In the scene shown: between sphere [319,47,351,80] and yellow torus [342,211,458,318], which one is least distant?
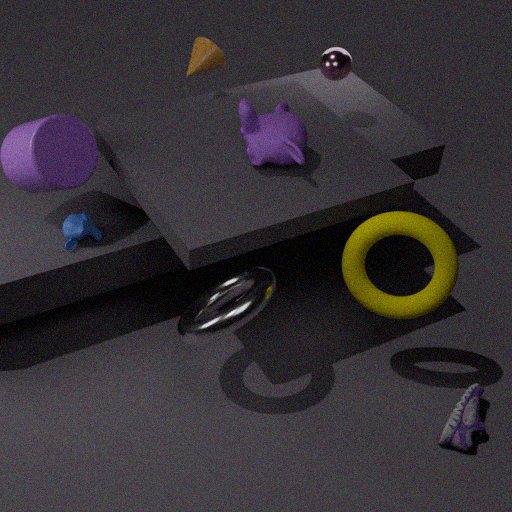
yellow torus [342,211,458,318]
